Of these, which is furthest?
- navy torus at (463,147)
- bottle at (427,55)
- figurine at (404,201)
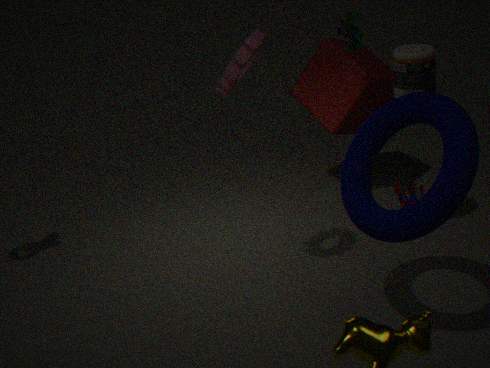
figurine at (404,201)
